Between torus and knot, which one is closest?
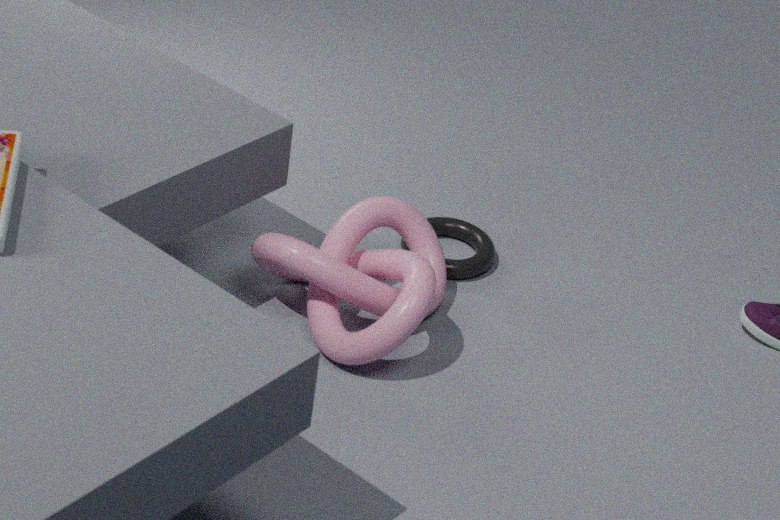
knot
